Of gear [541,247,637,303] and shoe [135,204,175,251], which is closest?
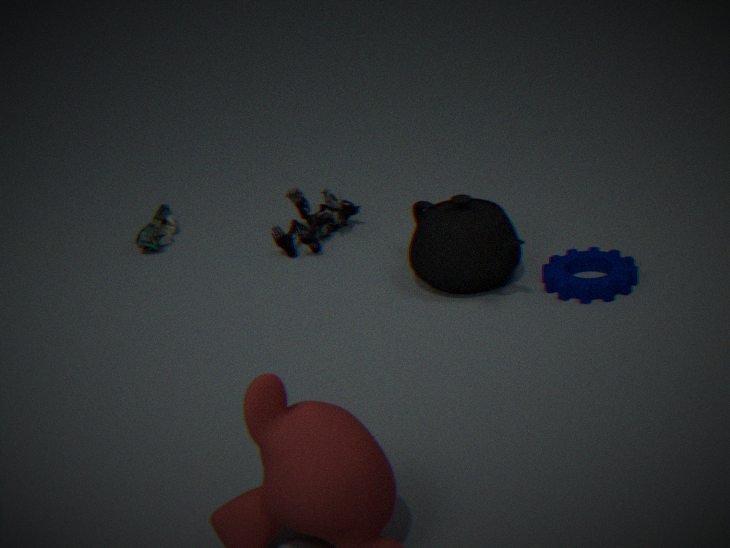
gear [541,247,637,303]
